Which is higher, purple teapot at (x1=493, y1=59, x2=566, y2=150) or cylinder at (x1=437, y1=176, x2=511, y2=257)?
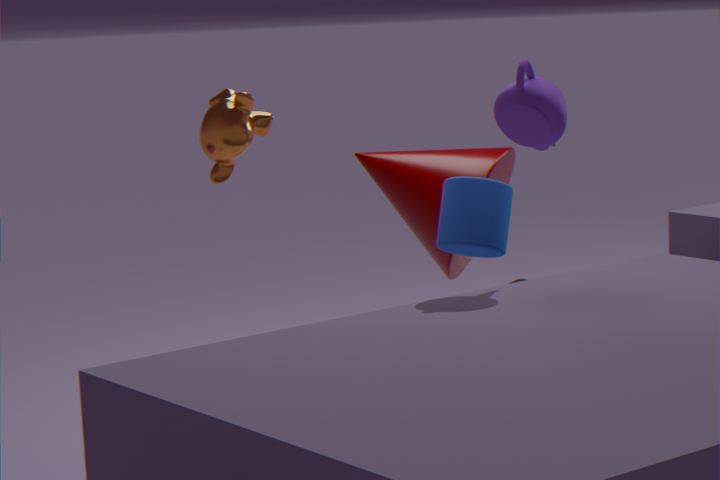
purple teapot at (x1=493, y1=59, x2=566, y2=150)
